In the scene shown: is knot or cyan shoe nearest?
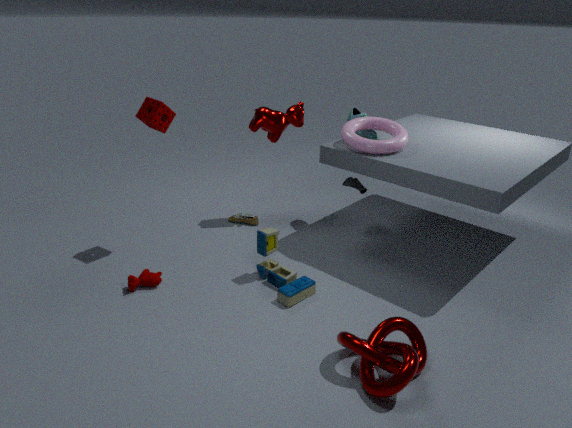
knot
